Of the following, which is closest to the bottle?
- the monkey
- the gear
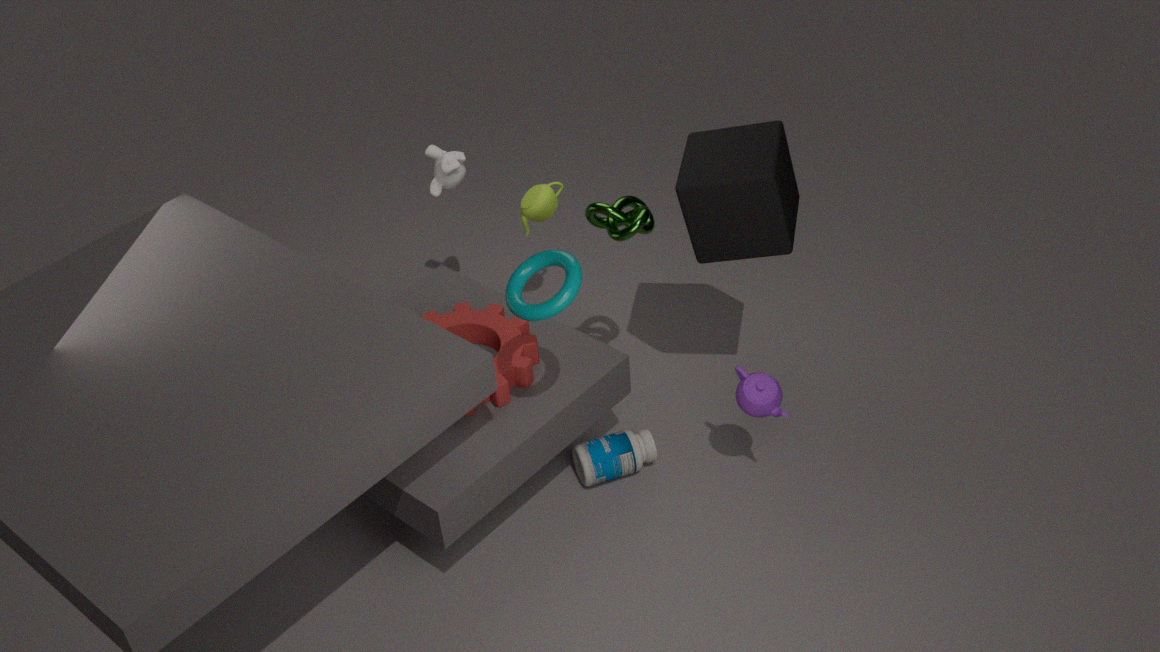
the gear
